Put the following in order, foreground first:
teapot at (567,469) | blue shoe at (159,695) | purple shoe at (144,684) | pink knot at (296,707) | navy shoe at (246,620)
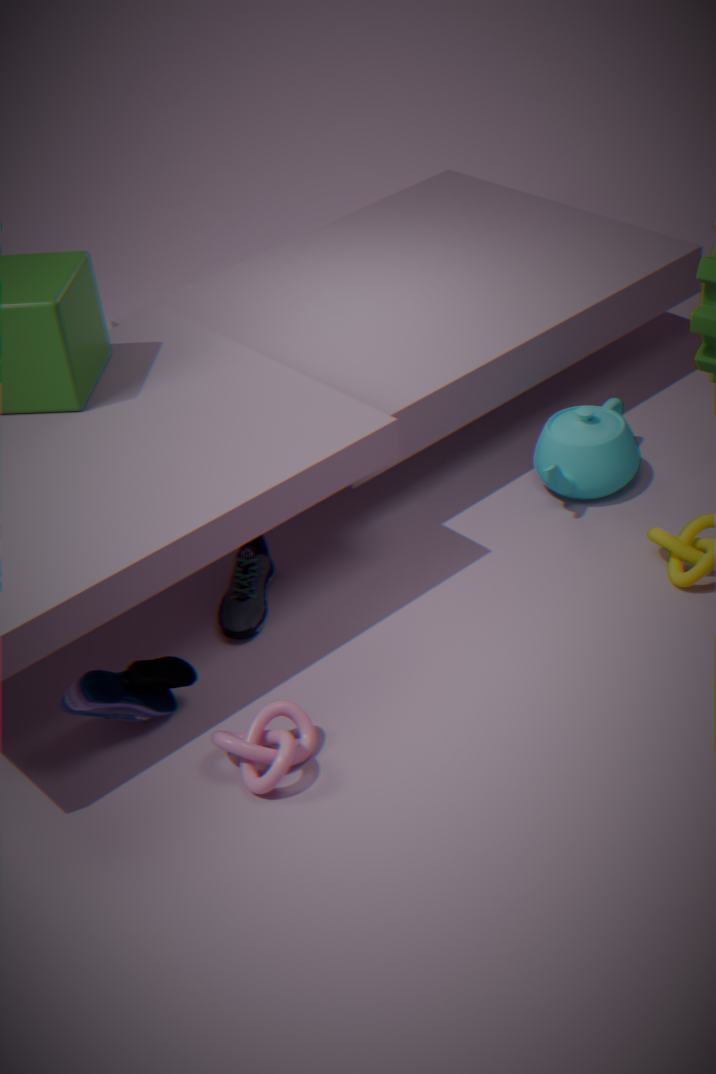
pink knot at (296,707)
blue shoe at (159,695)
purple shoe at (144,684)
navy shoe at (246,620)
teapot at (567,469)
